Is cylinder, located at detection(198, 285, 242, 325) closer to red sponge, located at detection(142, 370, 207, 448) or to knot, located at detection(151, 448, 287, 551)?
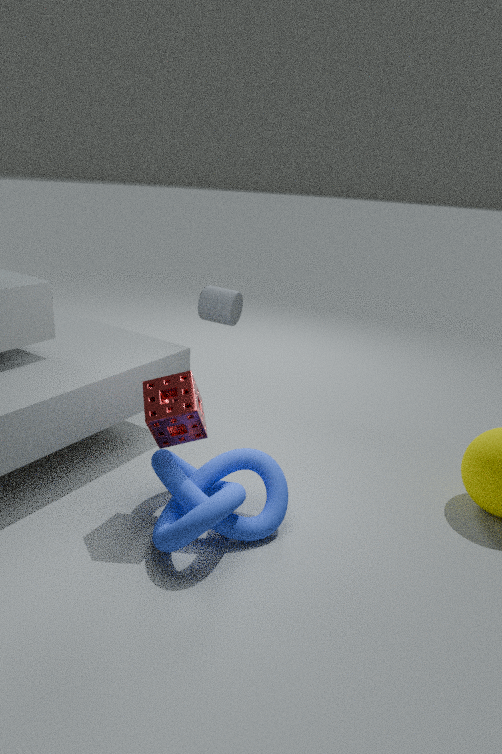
red sponge, located at detection(142, 370, 207, 448)
